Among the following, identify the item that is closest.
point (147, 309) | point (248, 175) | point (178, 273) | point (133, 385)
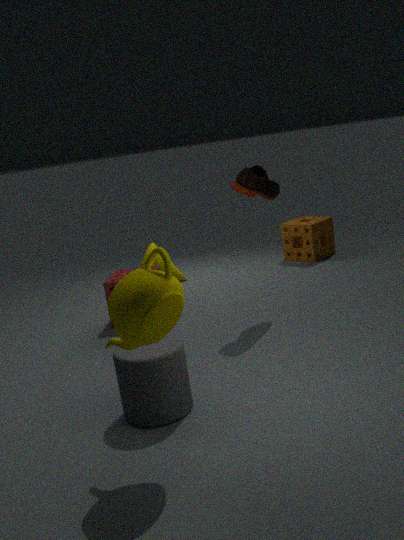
point (147, 309)
